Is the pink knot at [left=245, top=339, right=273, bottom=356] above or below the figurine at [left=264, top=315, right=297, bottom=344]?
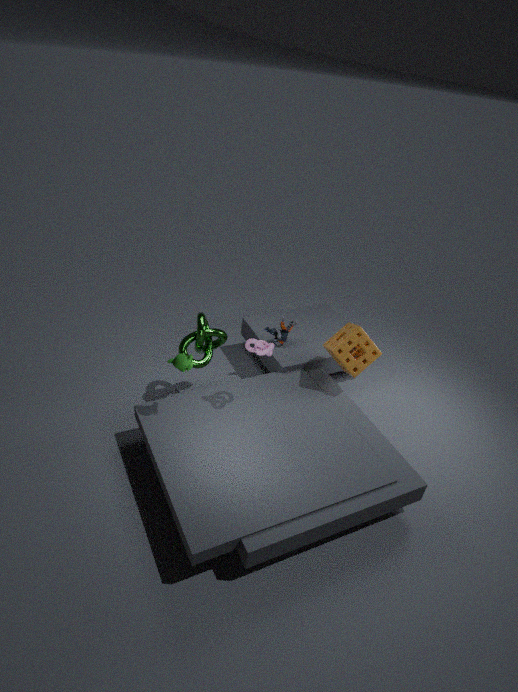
above
